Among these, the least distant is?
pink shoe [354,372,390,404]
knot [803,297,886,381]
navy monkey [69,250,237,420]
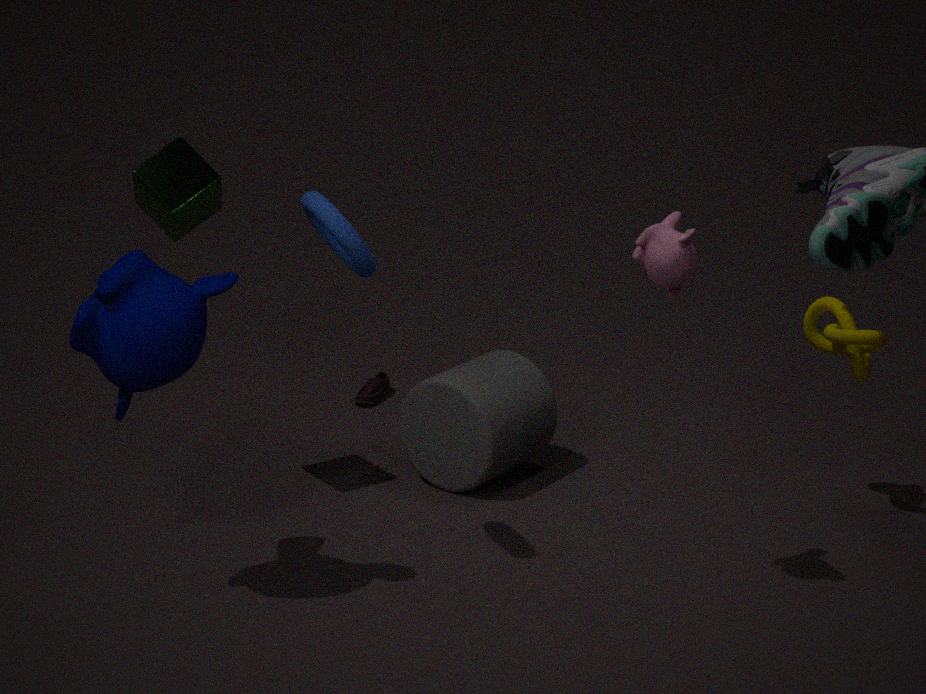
navy monkey [69,250,237,420]
